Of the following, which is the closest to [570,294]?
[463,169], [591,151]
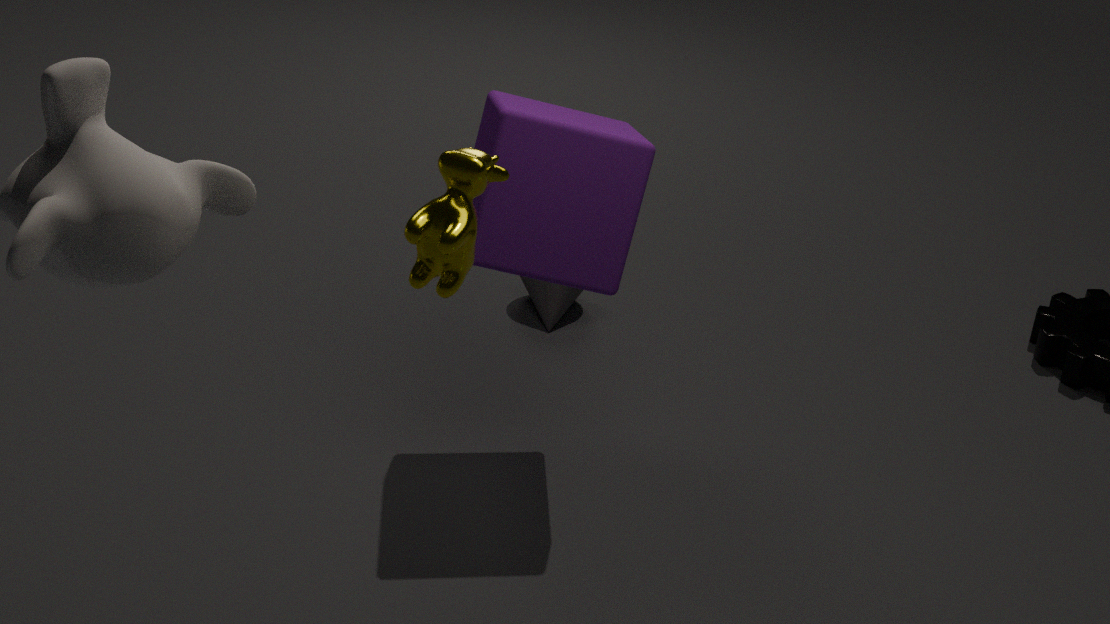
[591,151]
